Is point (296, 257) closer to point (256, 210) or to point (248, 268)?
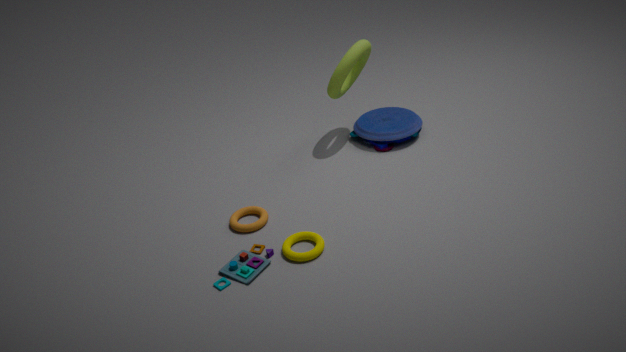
point (248, 268)
